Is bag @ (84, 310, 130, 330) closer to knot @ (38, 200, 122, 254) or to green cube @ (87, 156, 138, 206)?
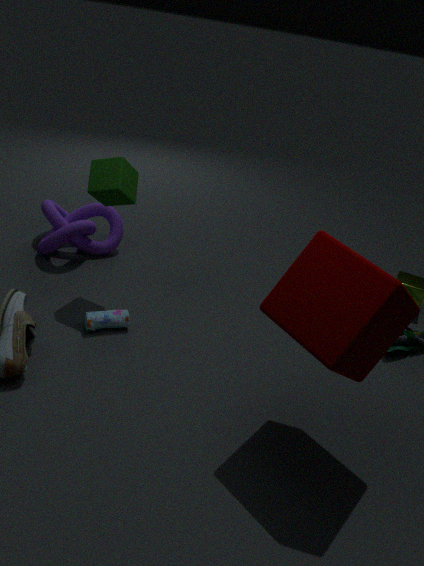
green cube @ (87, 156, 138, 206)
